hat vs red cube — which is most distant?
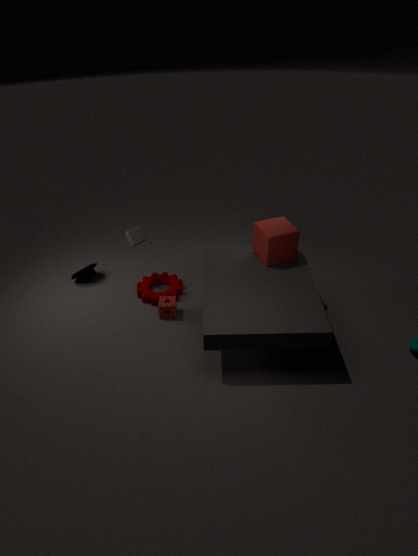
hat
